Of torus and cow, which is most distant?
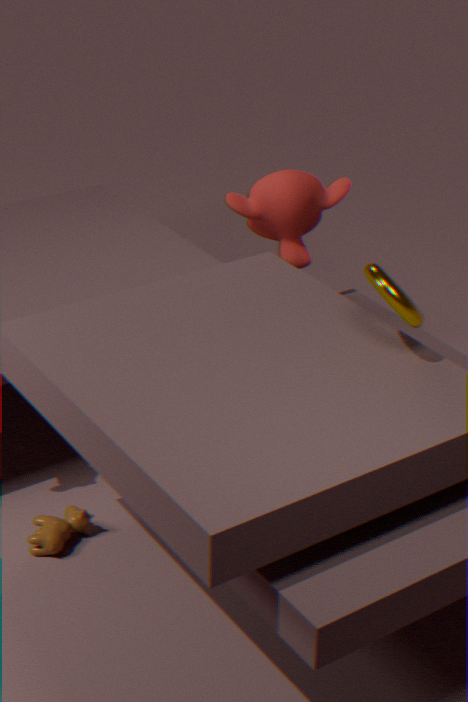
cow
